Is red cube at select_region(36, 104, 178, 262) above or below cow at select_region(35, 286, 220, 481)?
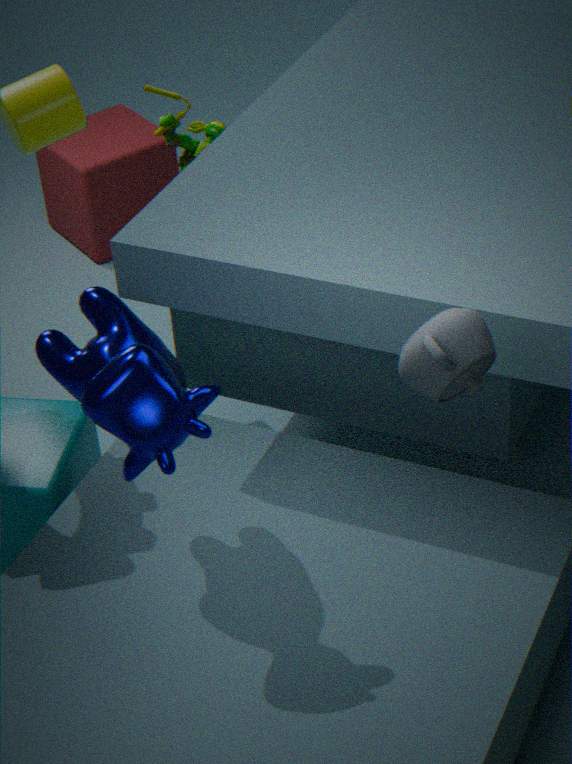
below
